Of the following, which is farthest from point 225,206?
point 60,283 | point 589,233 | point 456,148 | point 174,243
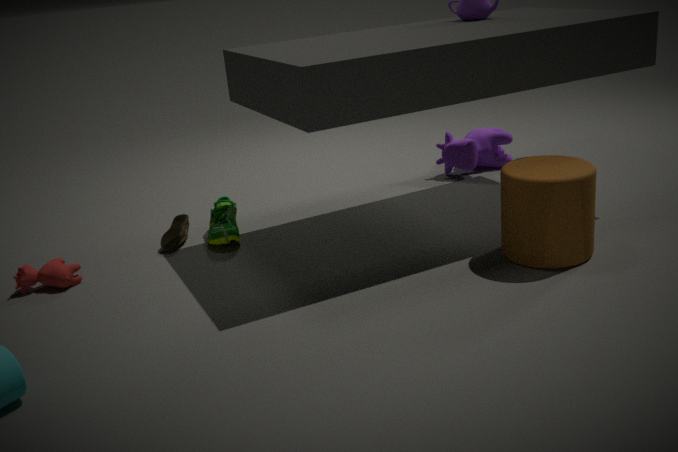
point 456,148
